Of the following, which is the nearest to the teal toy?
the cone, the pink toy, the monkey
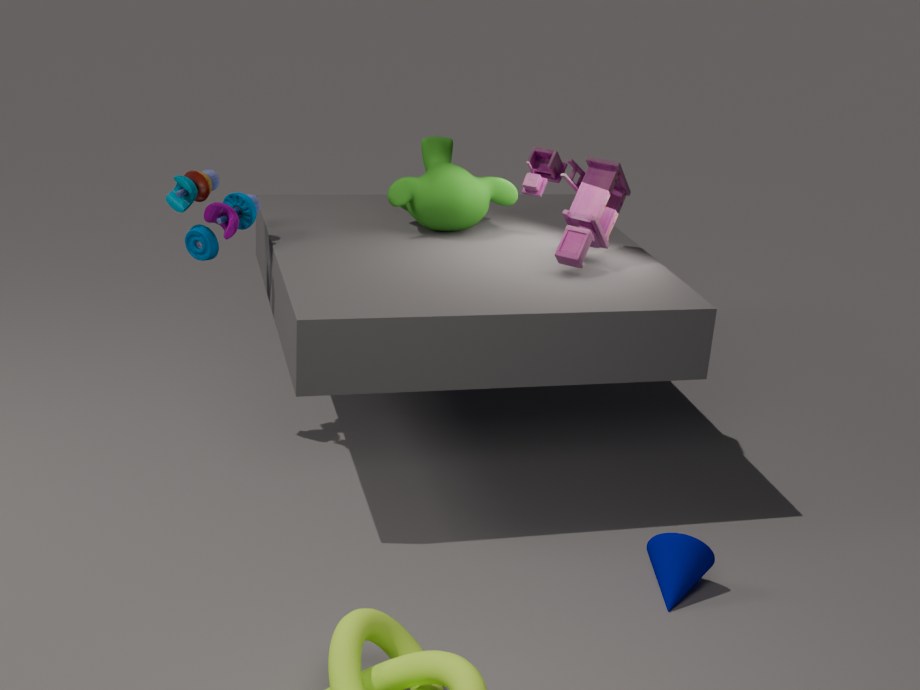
the monkey
